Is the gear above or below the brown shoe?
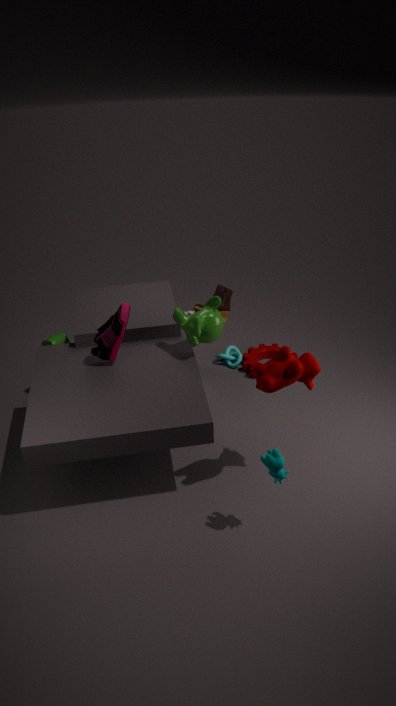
below
